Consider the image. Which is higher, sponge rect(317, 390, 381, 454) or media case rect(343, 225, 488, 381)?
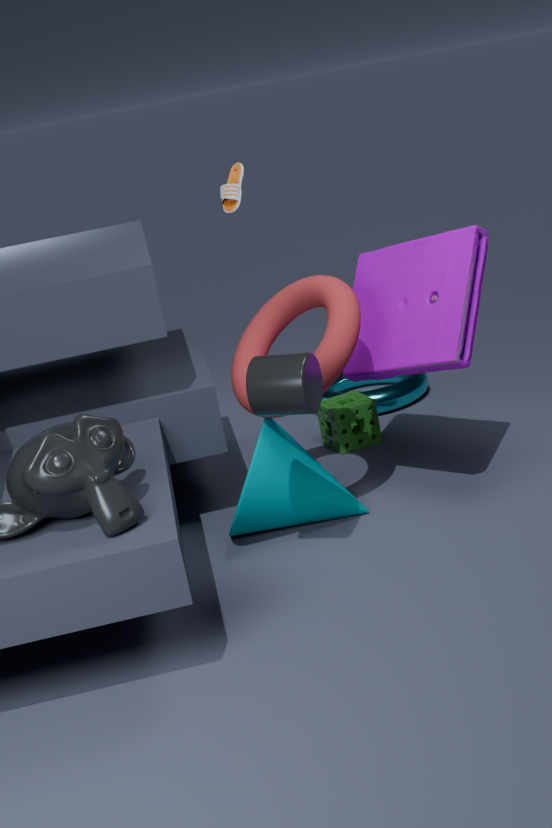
media case rect(343, 225, 488, 381)
